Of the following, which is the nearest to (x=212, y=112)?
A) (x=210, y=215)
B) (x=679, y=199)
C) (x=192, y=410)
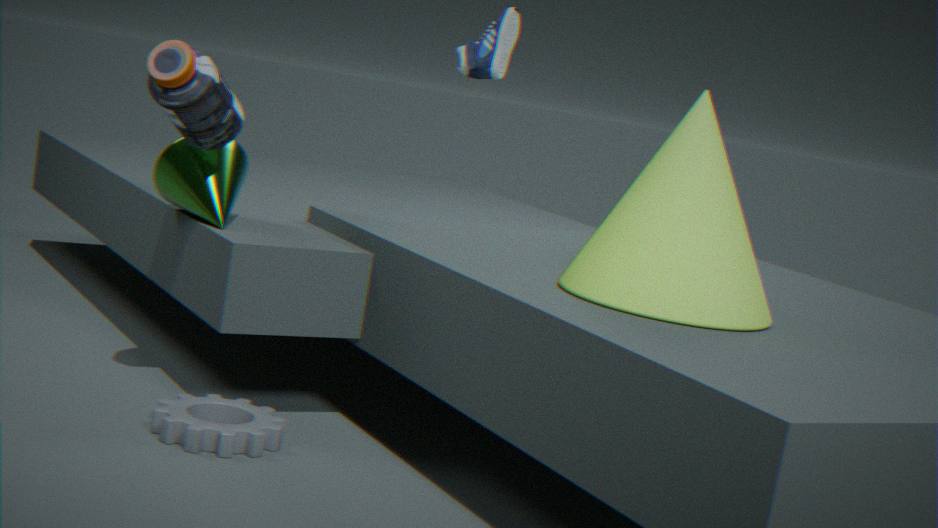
(x=210, y=215)
